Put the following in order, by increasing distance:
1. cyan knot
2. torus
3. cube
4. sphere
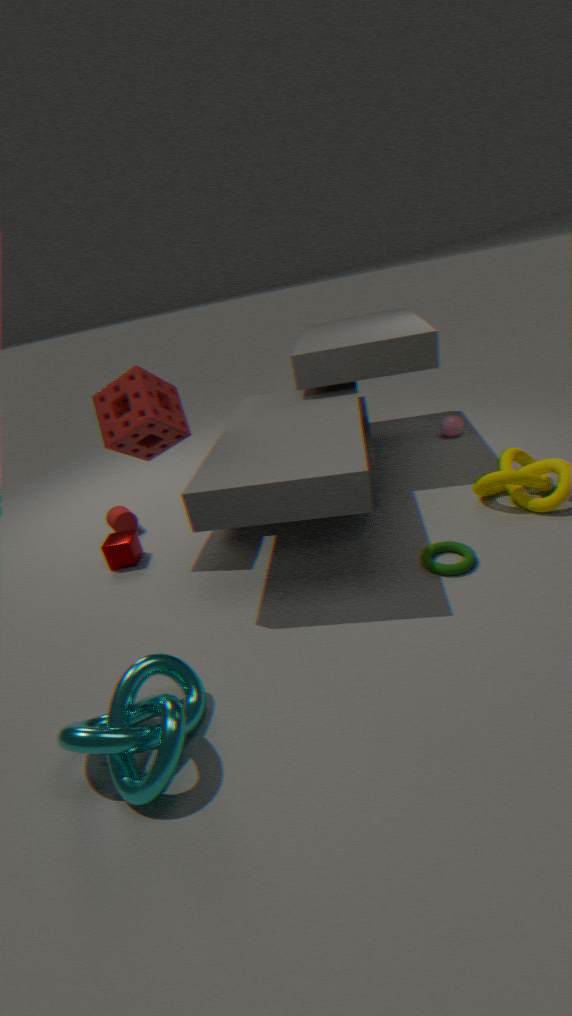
cyan knot < torus < cube < sphere
